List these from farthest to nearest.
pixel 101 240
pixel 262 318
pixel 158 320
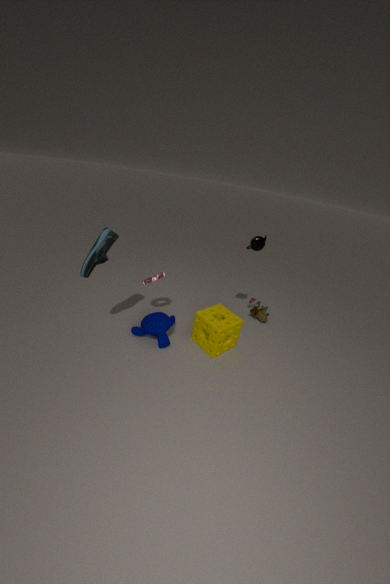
pixel 262 318 → pixel 158 320 → pixel 101 240
